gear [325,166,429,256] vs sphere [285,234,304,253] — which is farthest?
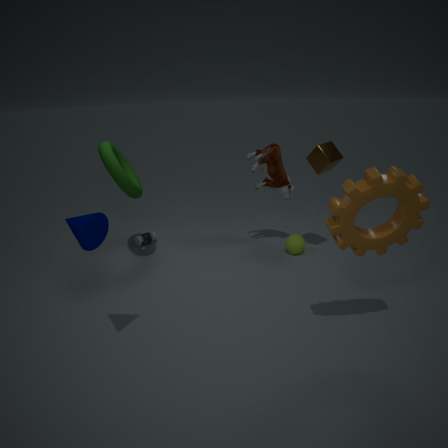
sphere [285,234,304,253]
